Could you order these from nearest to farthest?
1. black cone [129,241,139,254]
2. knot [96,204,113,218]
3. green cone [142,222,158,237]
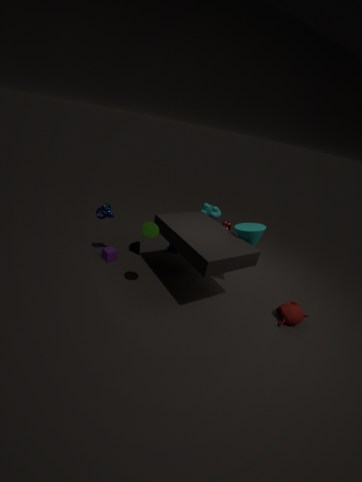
green cone [142,222,158,237]
knot [96,204,113,218]
black cone [129,241,139,254]
